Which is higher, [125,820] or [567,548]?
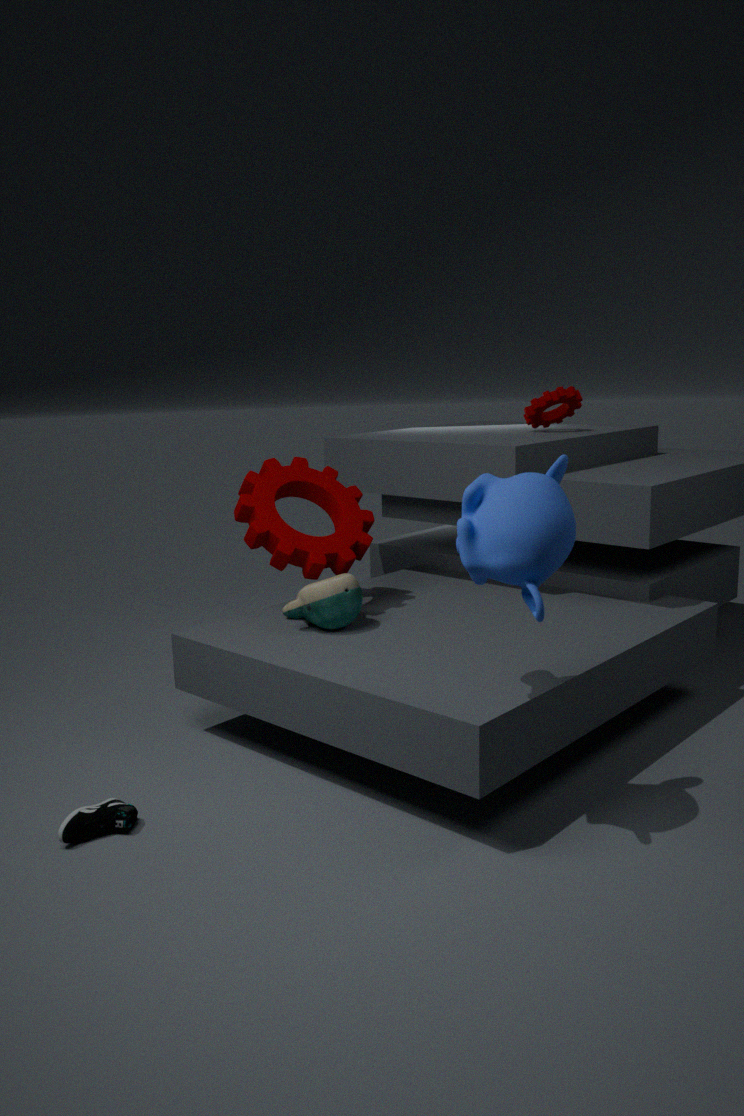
[567,548]
